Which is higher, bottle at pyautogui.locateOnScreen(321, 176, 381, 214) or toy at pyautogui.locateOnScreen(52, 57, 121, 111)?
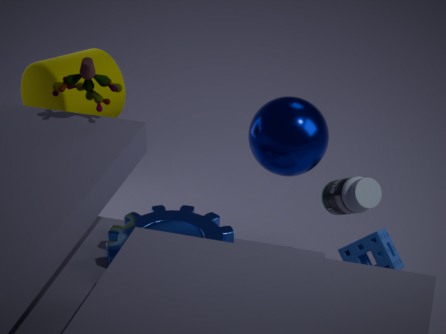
toy at pyautogui.locateOnScreen(52, 57, 121, 111)
